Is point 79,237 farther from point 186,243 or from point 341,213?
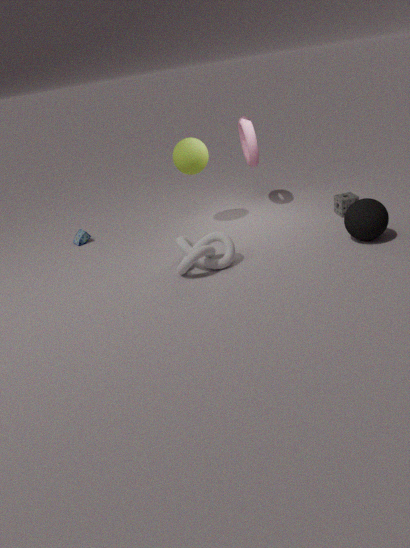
point 341,213
